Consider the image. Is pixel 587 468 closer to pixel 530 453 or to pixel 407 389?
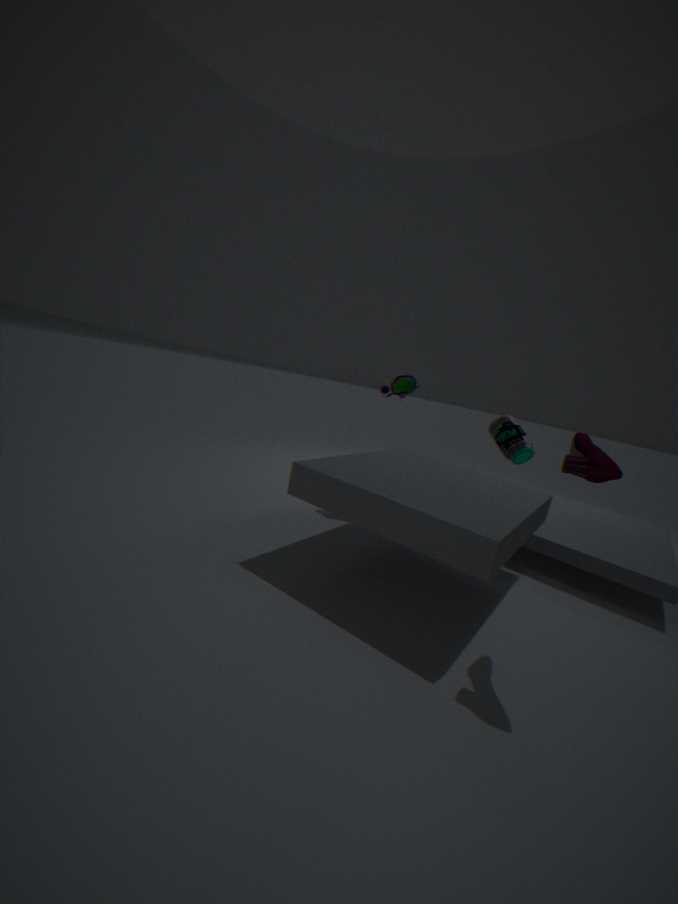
pixel 407 389
